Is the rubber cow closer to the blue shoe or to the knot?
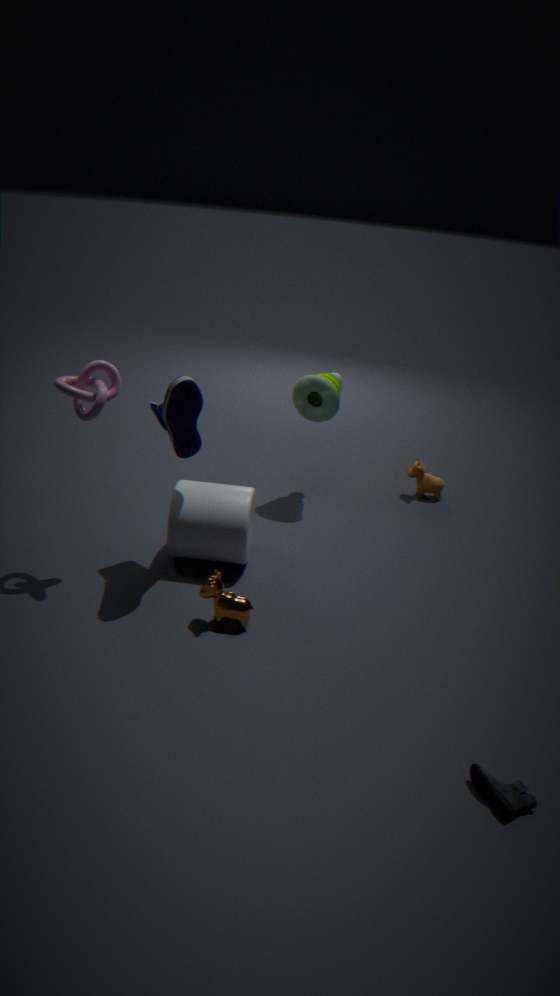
the knot
